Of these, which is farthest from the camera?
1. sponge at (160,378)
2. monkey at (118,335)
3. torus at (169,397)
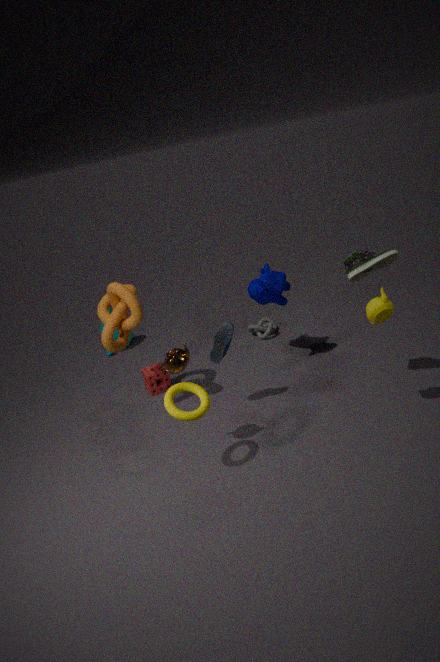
monkey at (118,335)
